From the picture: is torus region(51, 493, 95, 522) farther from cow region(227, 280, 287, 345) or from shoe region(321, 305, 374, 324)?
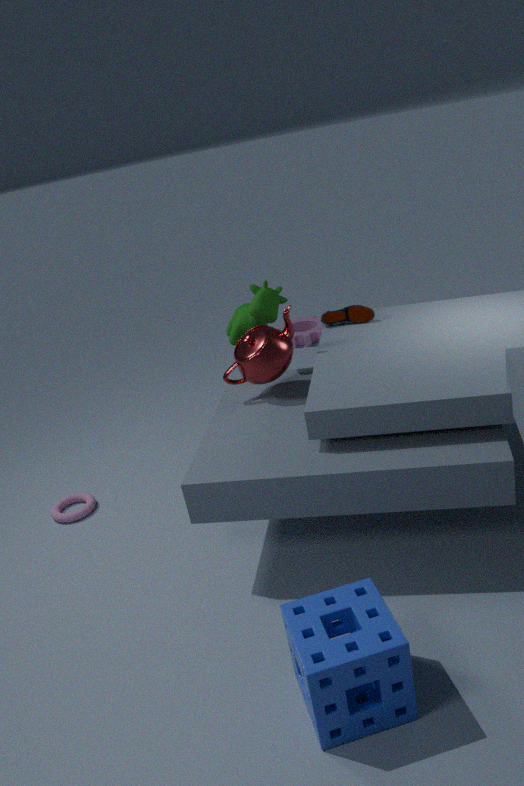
shoe region(321, 305, 374, 324)
